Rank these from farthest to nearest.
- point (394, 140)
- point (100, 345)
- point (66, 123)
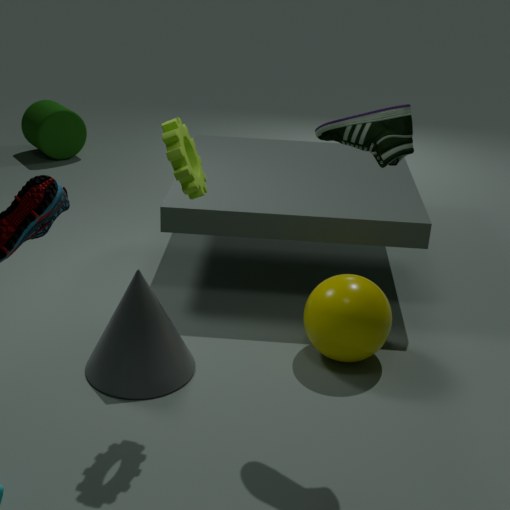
point (66, 123)
point (100, 345)
point (394, 140)
